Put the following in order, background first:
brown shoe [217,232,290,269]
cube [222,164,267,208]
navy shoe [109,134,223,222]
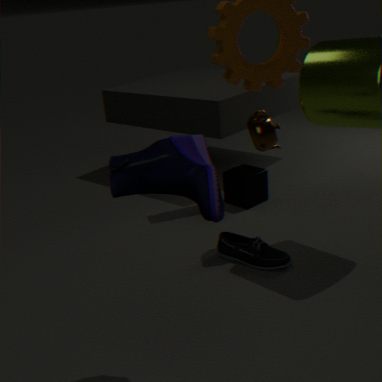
cube [222,164,267,208] → brown shoe [217,232,290,269] → navy shoe [109,134,223,222]
